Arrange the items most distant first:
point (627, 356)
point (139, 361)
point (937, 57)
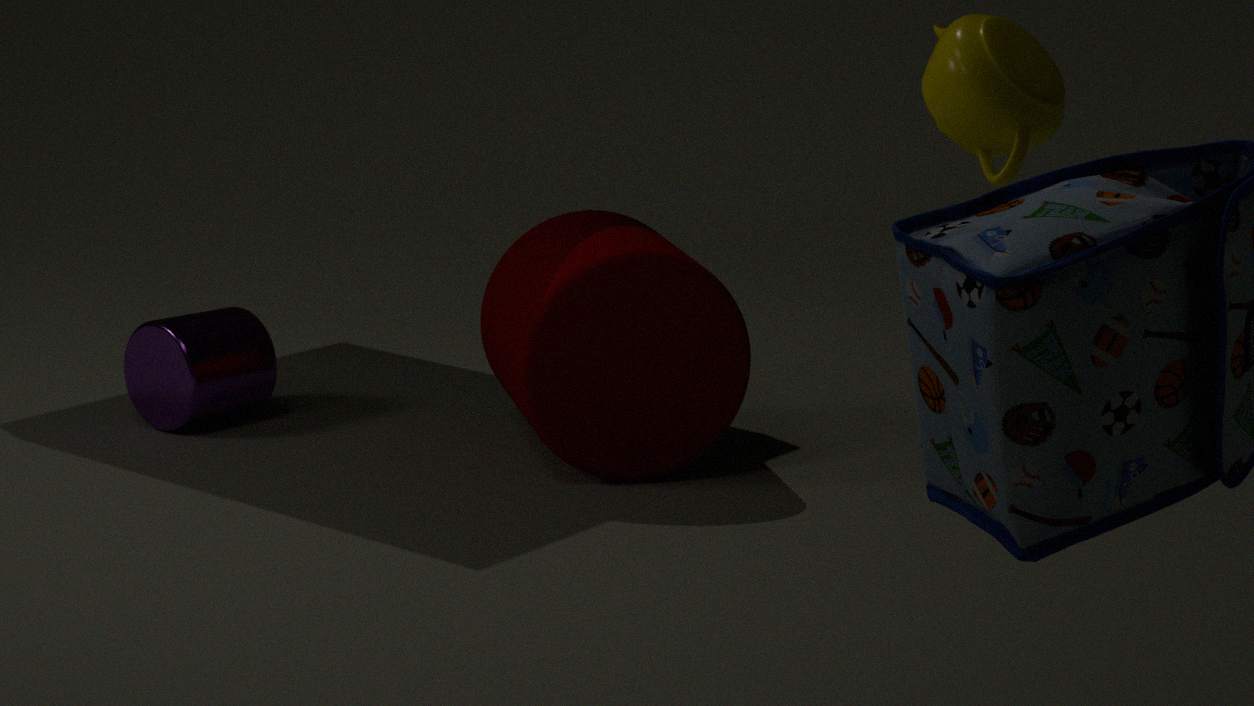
point (139, 361)
point (627, 356)
point (937, 57)
